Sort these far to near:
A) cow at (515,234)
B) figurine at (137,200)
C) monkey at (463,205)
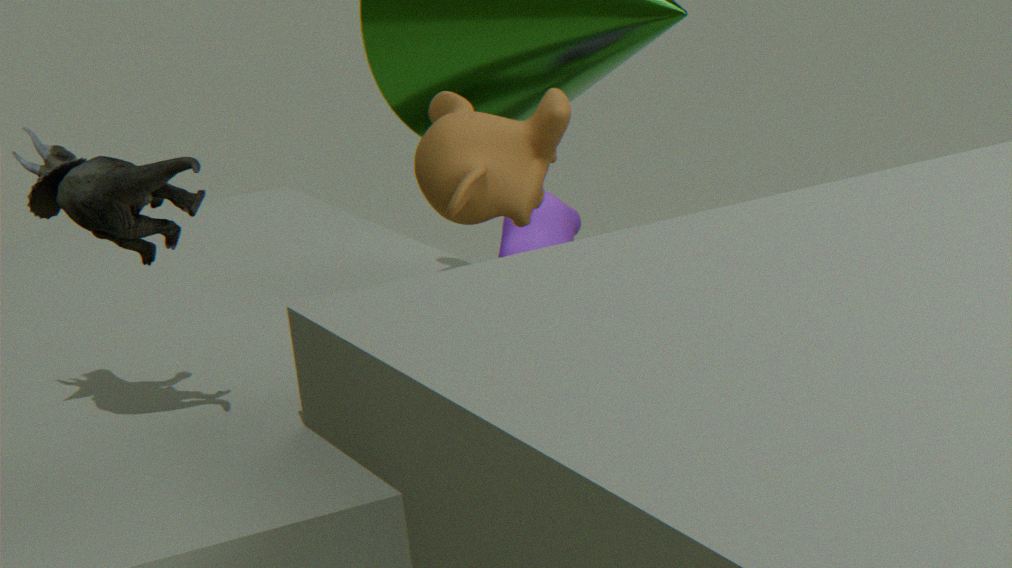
cow at (515,234) < monkey at (463,205) < figurine at (137,200)
